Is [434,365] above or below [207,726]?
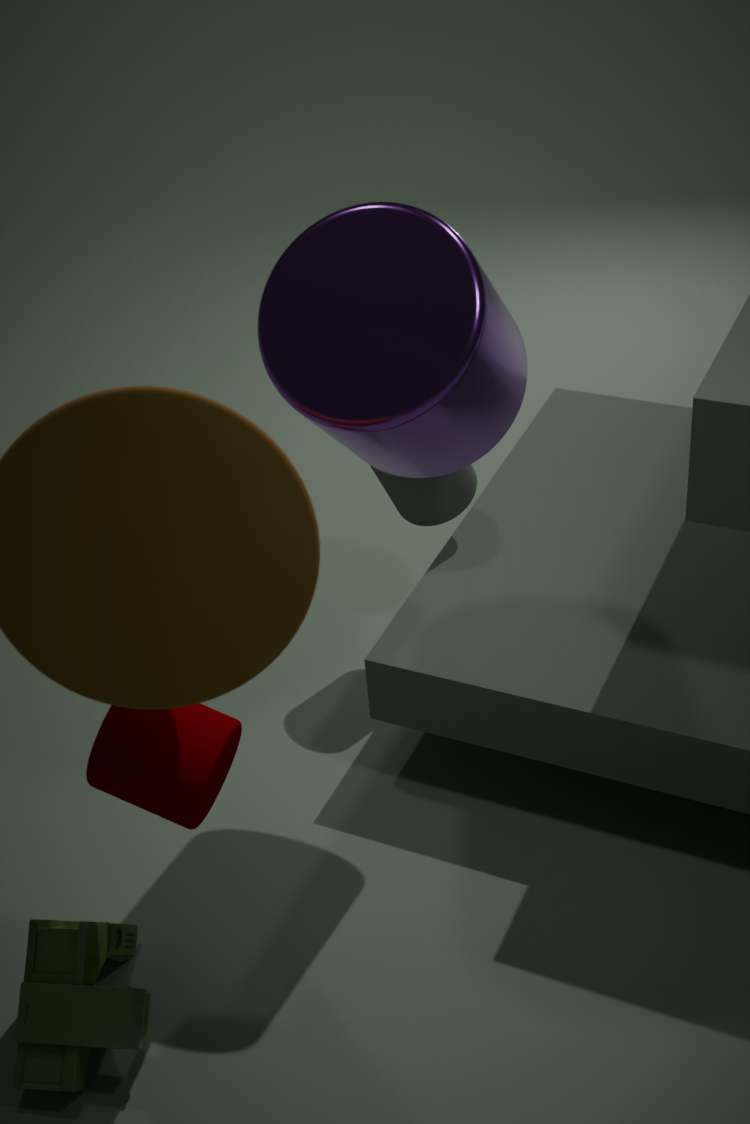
above
